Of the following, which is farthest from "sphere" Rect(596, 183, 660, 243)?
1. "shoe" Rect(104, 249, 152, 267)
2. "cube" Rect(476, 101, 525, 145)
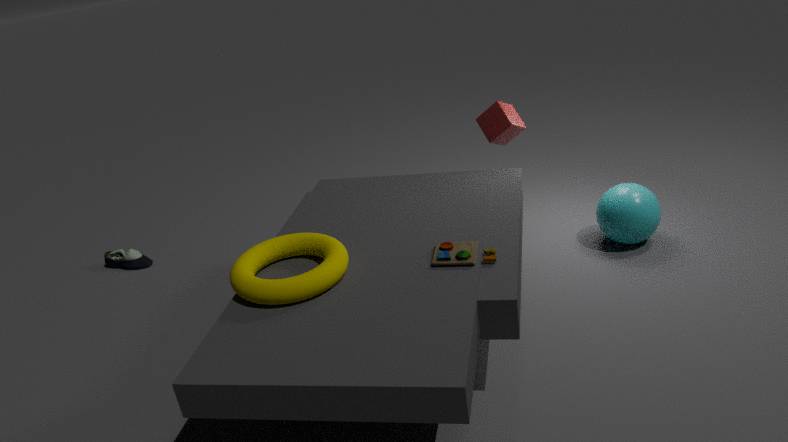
"shoe" Rect(104, 249, 152, 267)
